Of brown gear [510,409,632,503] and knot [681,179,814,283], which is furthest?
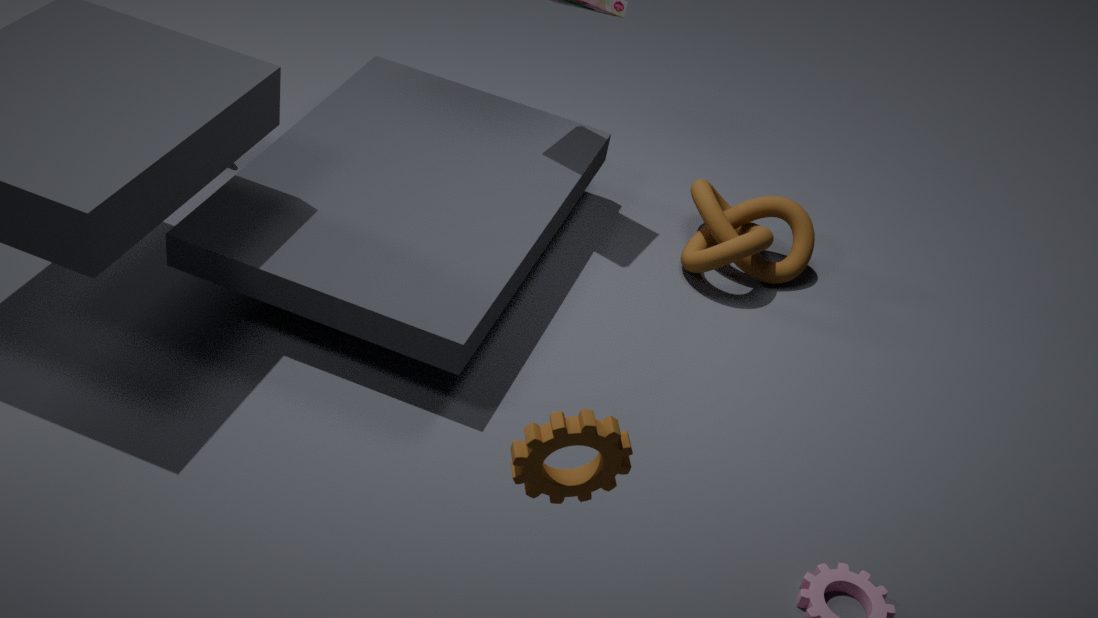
knot [681,179,814,283]
